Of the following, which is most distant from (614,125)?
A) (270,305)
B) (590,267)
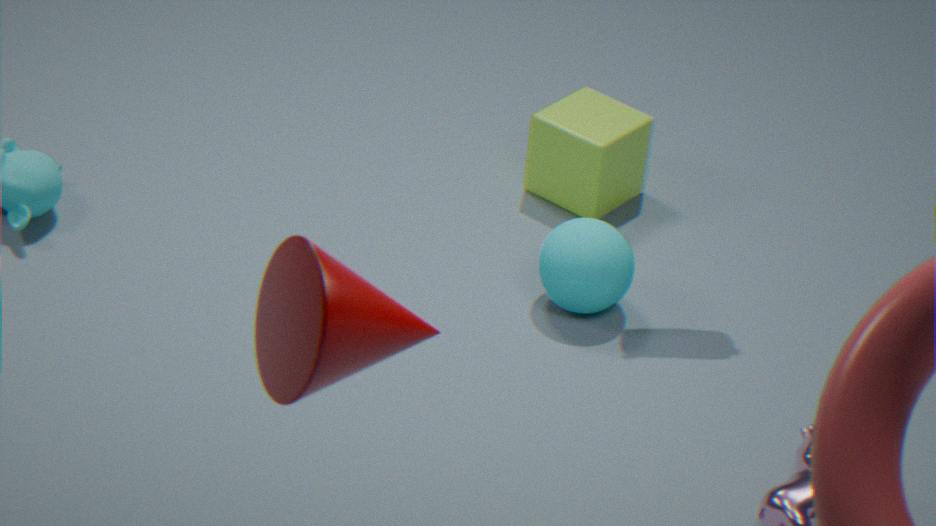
(270,305)
